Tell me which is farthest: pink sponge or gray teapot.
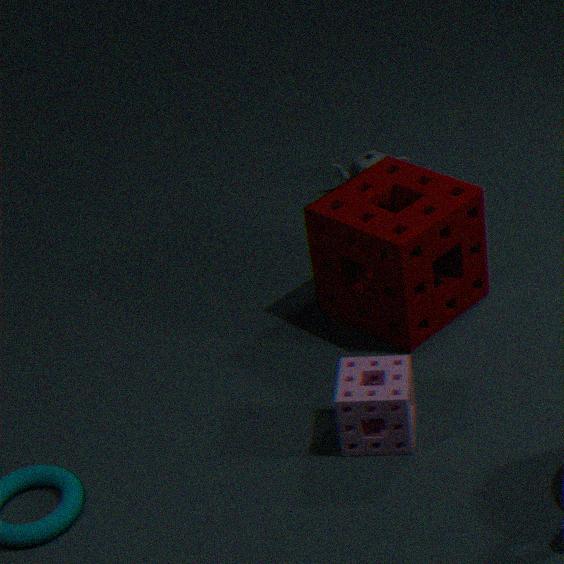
gray teapot
